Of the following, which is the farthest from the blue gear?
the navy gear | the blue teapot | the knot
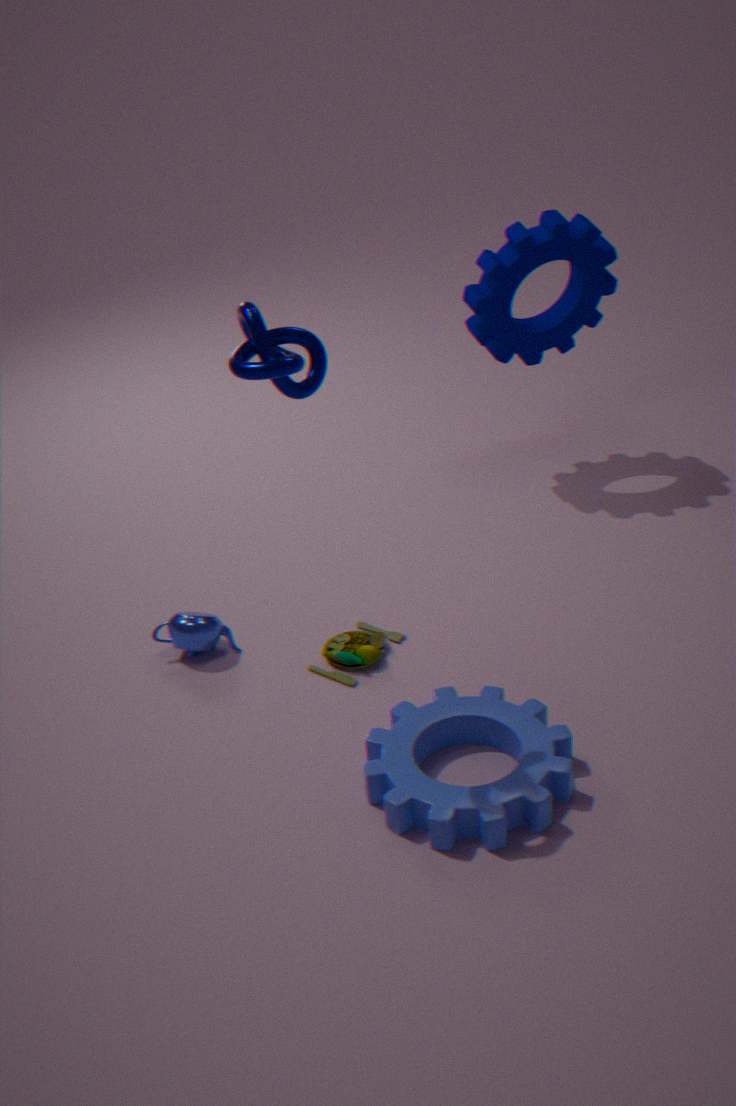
the navy gear
